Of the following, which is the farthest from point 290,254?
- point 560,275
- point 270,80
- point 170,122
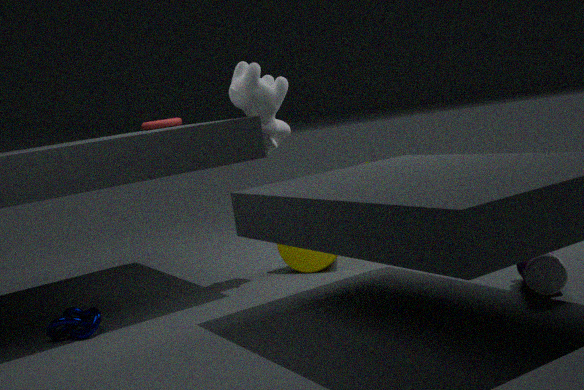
point 560,275
